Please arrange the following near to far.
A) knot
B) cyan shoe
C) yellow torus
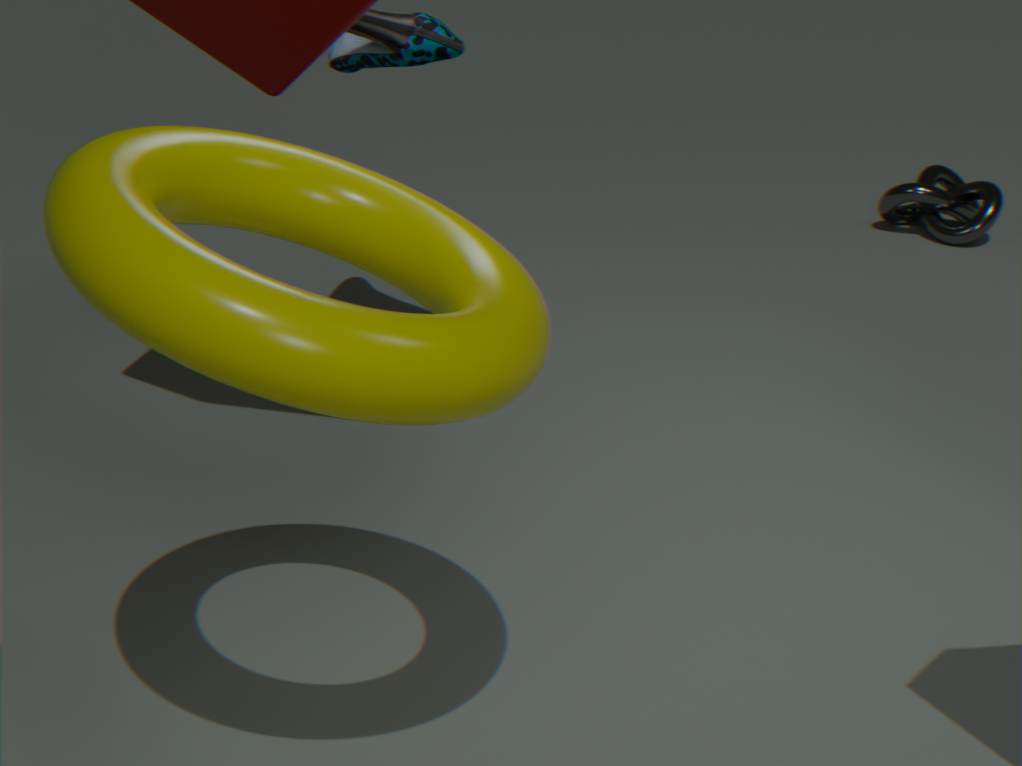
1. yellow torus
2. cyan shoe
3. knot
